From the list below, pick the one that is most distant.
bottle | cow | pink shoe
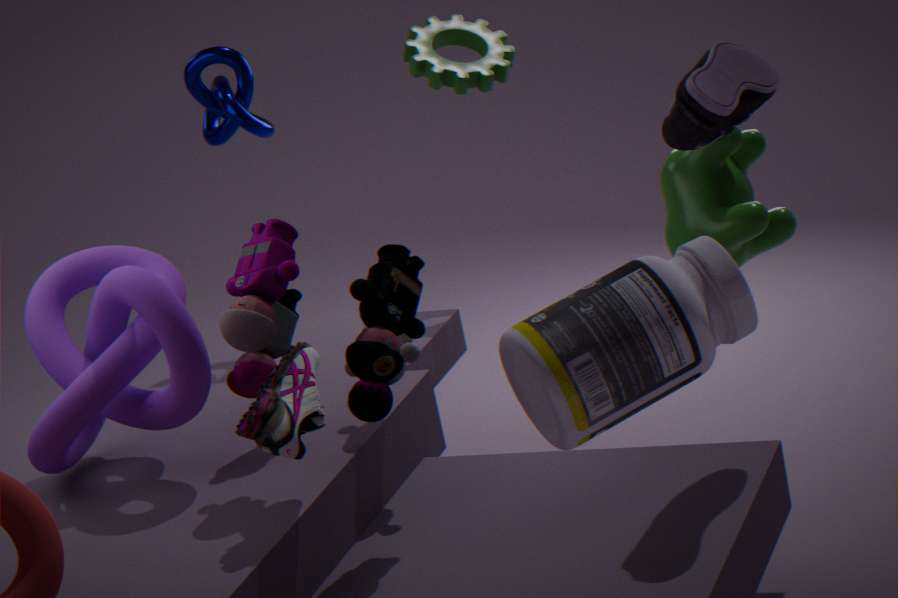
cow
